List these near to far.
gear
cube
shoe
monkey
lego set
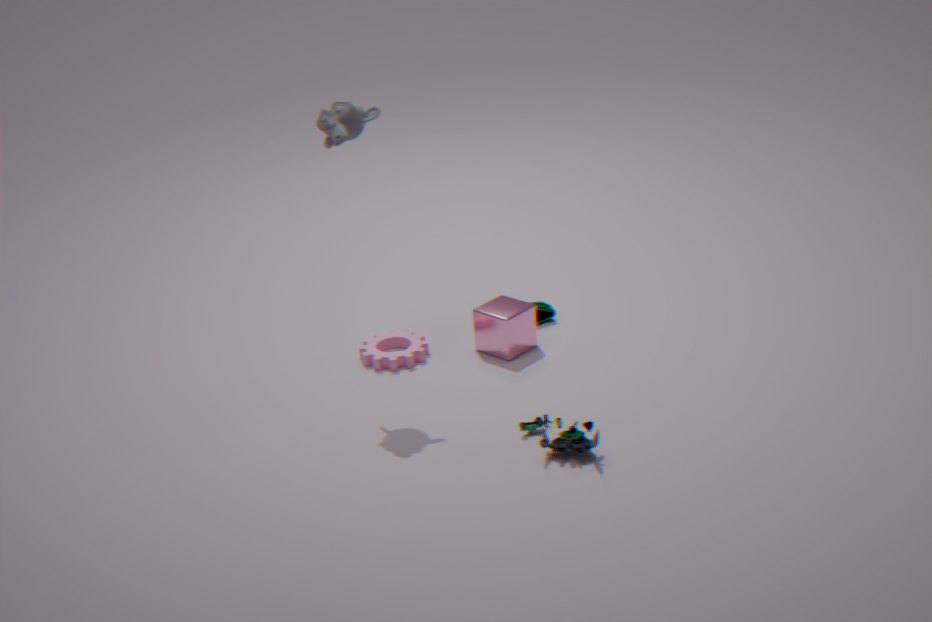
1. lego set
2. monkey
3. cube
4. gear
5. shoe
